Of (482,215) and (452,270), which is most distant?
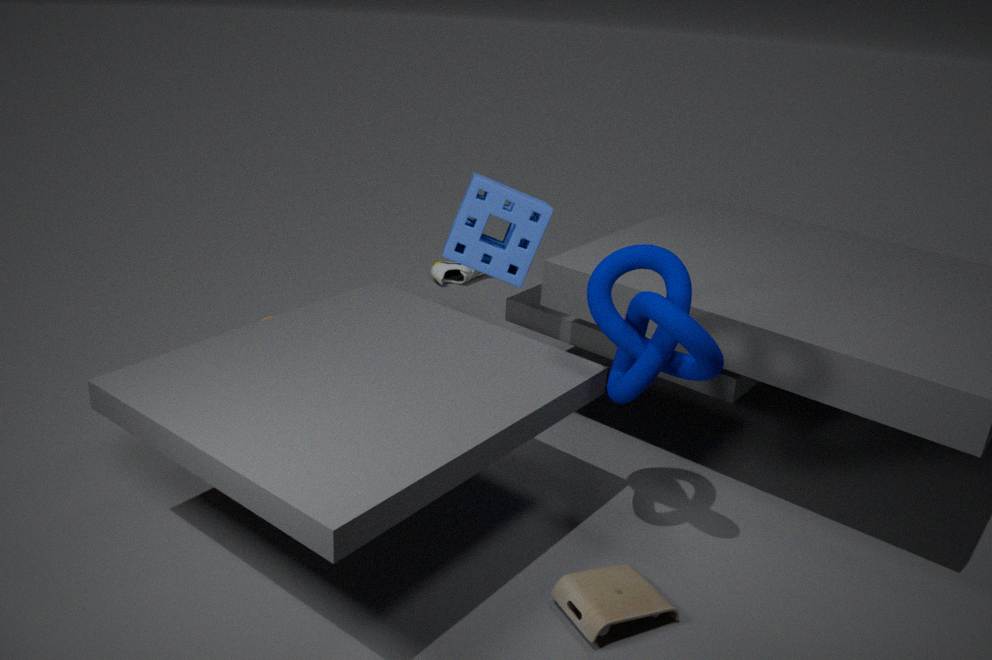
(452,270)
